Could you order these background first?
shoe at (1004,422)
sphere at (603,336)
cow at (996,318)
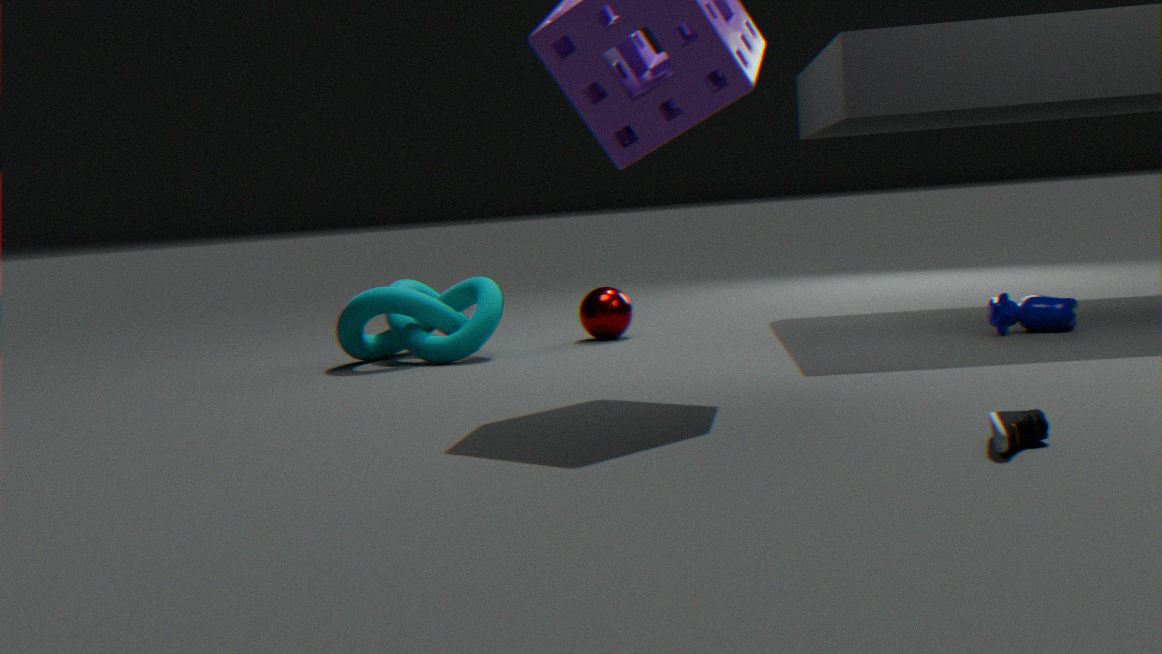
1. sphere at (603,336)
2. cow at (996,318)
3. shoe at (1004,422)
